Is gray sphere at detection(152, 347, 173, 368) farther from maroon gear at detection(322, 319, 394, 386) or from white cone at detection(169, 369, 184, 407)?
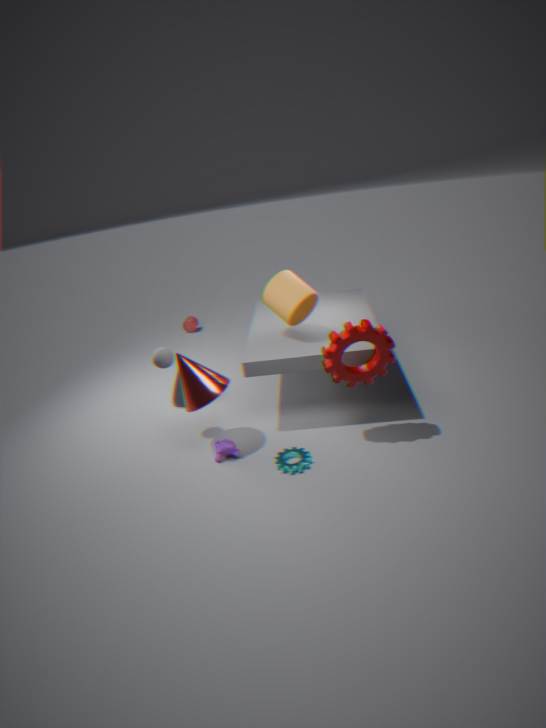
maroon gear at detection(322, 319, 394, 386)
